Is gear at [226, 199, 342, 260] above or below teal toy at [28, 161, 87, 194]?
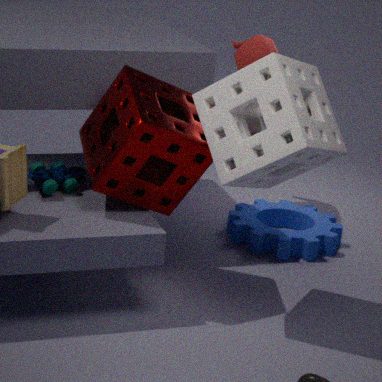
below
